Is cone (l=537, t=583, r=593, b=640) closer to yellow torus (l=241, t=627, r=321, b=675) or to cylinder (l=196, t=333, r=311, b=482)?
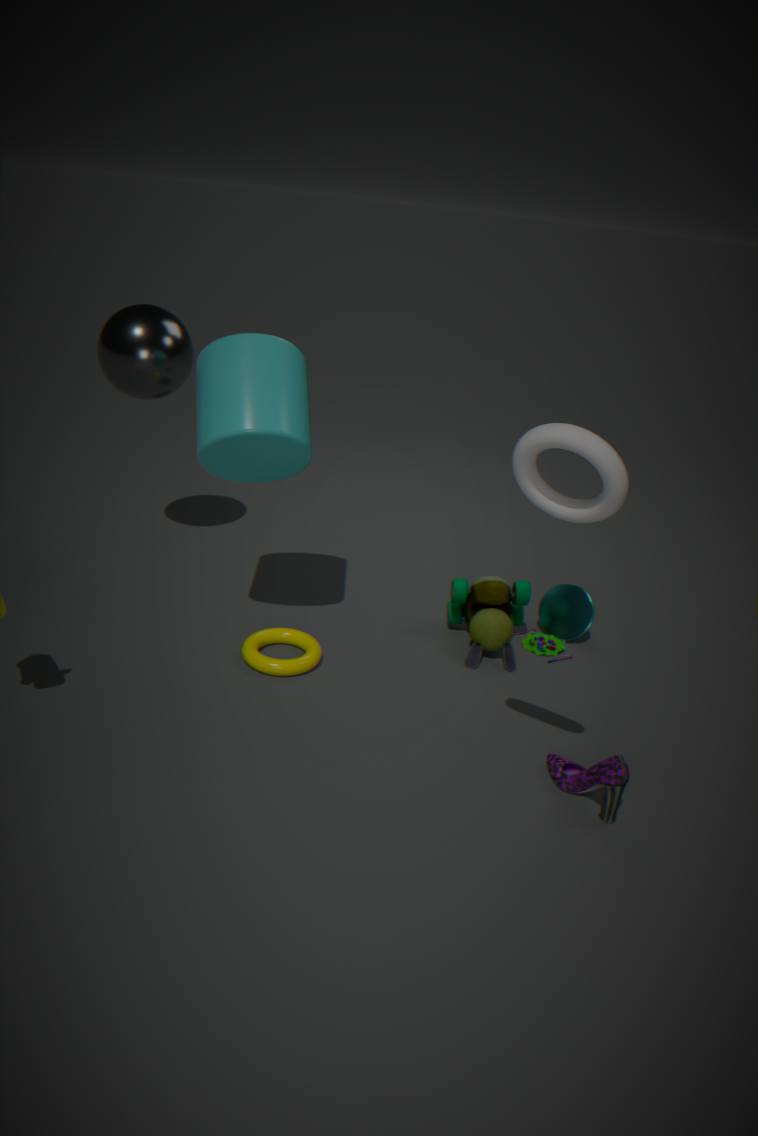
yellow torus (l=241, t=627, r=321, b=675)
